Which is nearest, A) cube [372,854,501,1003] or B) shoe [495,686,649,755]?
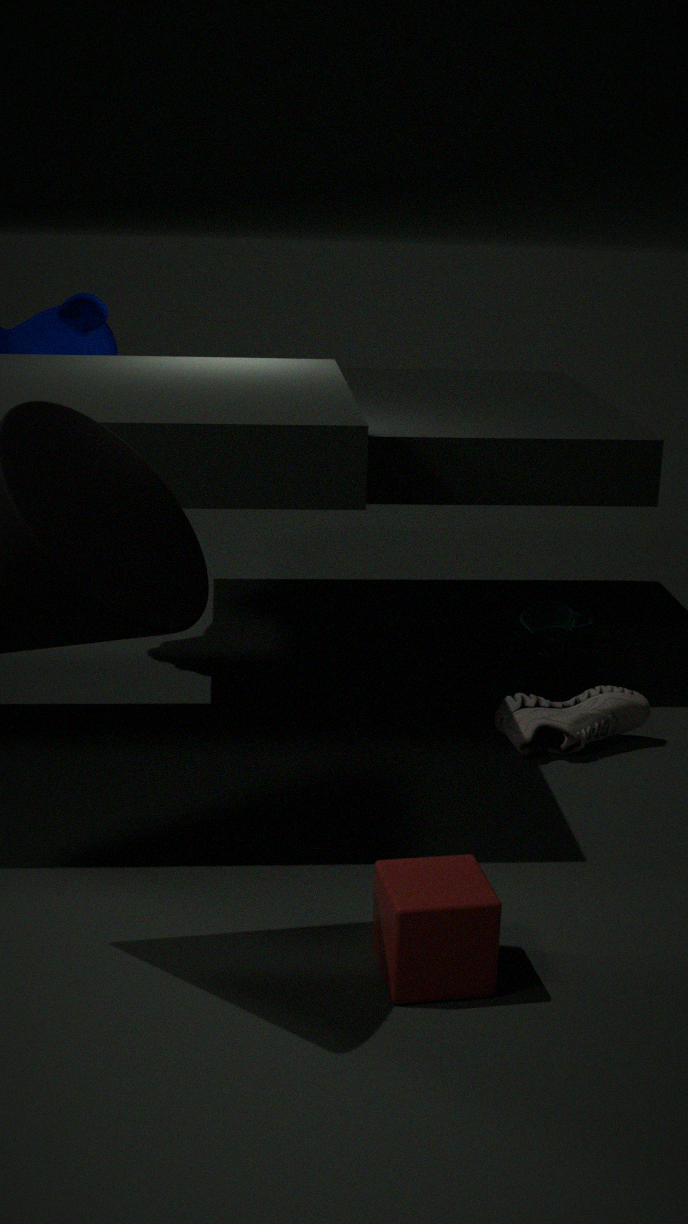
A. cube [372,854,501,1003]
